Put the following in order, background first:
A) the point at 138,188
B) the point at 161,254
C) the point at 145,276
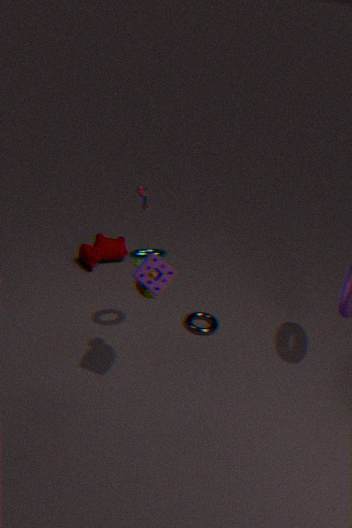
the point at 138,188, the point at 161,254, the point at 145,276
